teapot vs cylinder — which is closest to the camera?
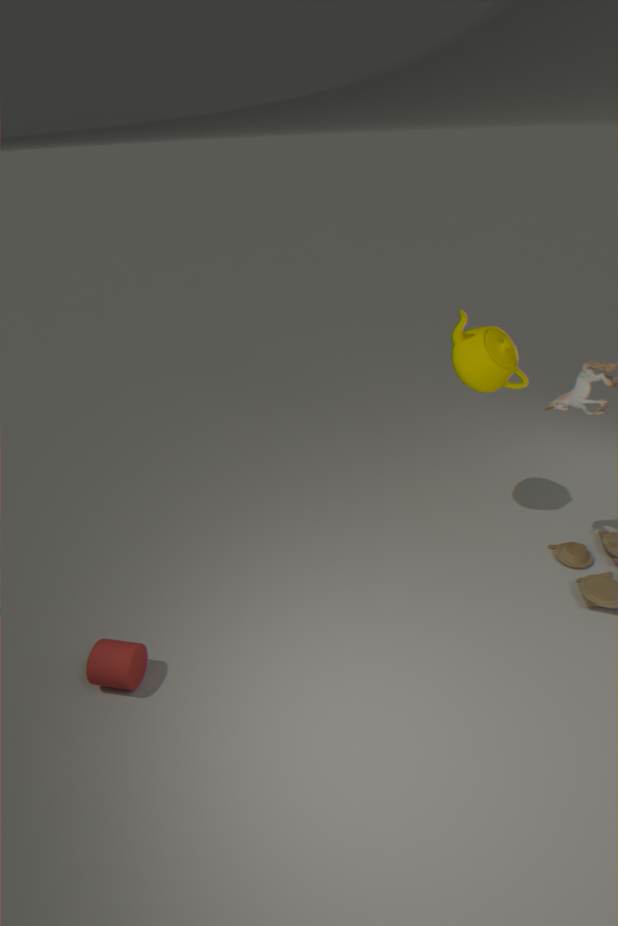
cylinder
